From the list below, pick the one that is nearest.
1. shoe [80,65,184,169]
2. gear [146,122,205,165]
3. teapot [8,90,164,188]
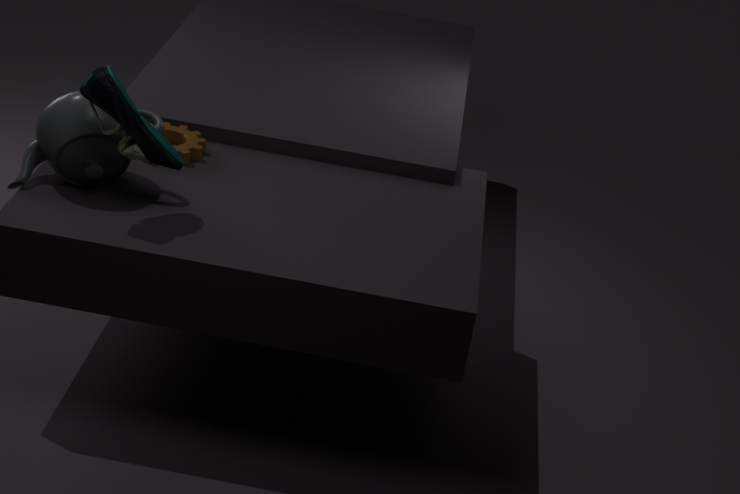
shoe [80,65,184,169]
